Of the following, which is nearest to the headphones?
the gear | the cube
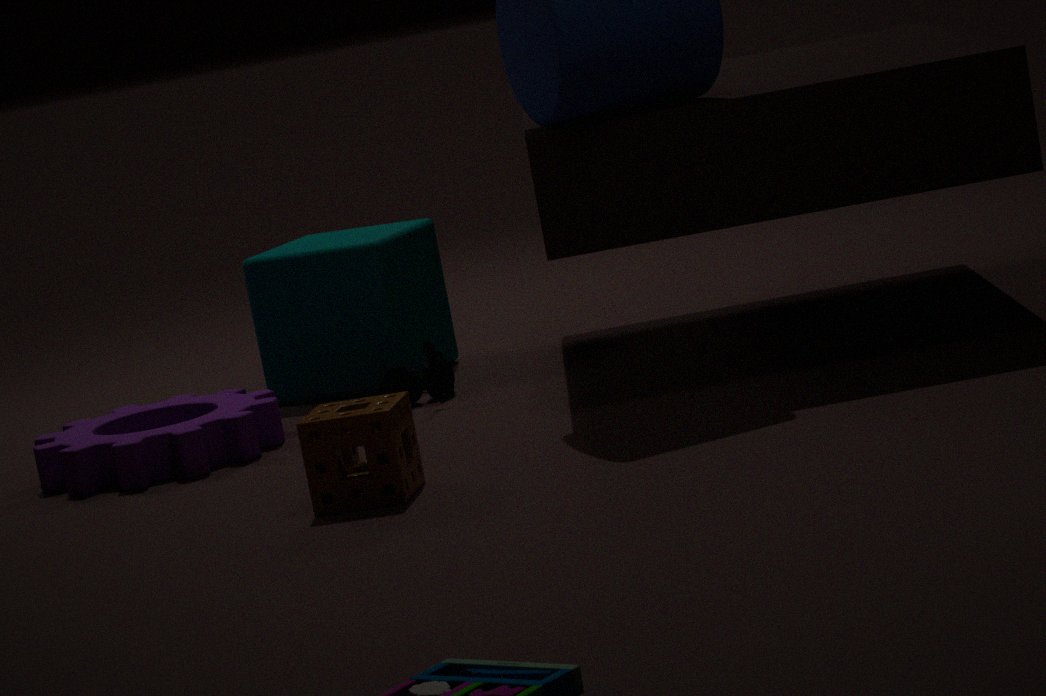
the cube
